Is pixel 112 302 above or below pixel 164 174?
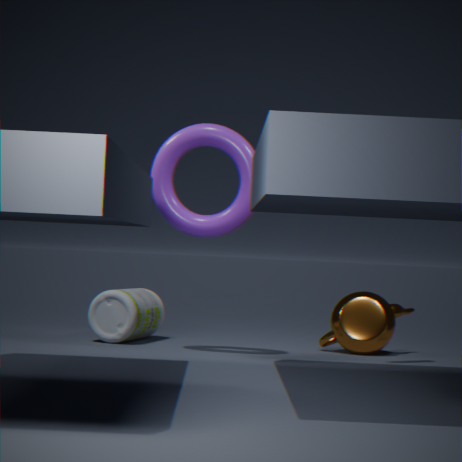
below
